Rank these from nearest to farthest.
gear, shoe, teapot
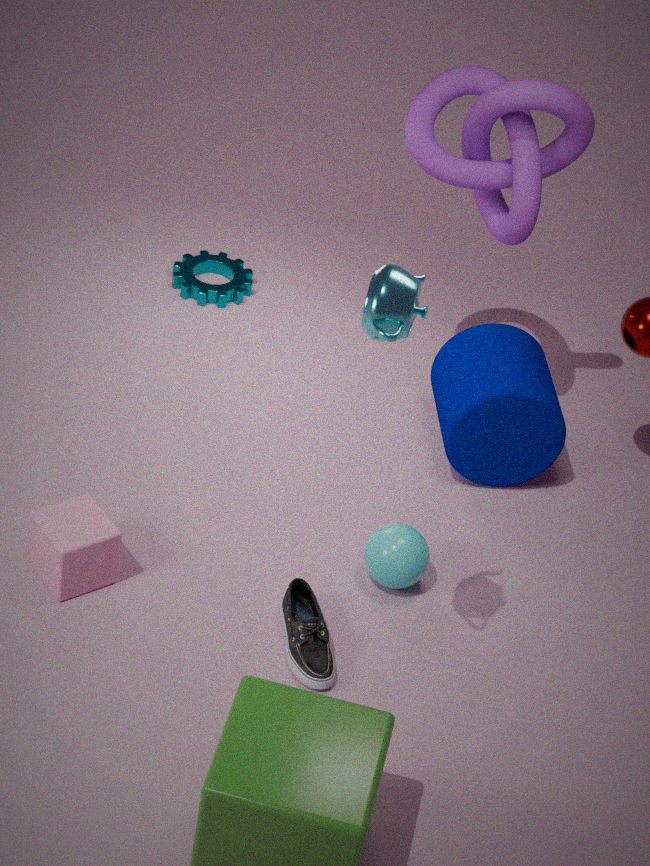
1. teapot
2. shoe
3. gear
